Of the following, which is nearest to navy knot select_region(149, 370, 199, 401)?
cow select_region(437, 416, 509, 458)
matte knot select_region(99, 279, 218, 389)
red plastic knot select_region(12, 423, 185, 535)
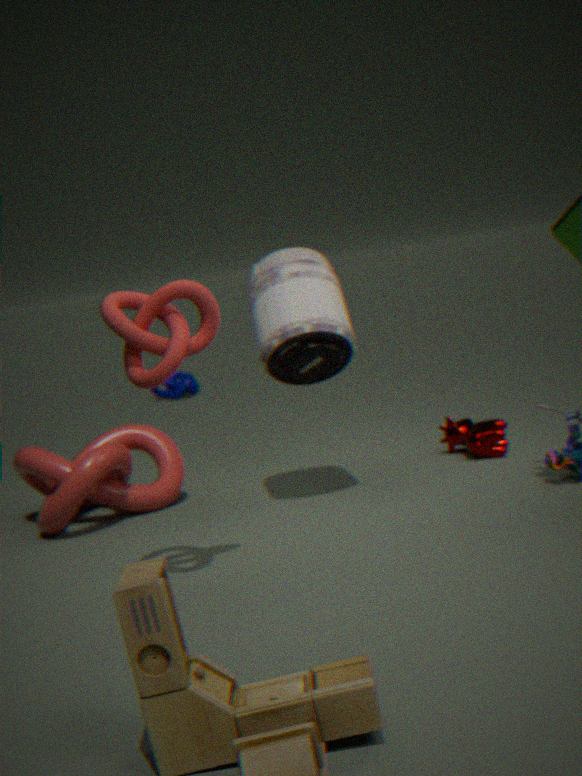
red plastic knot select_region(12, 423, 185, 535)
